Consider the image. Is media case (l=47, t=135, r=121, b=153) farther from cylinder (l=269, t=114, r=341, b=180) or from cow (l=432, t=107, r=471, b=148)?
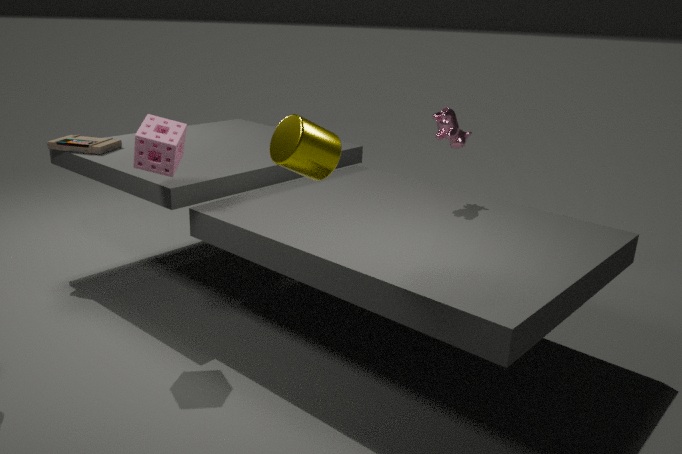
cow (l=432, t=107, r=471, b=148)
